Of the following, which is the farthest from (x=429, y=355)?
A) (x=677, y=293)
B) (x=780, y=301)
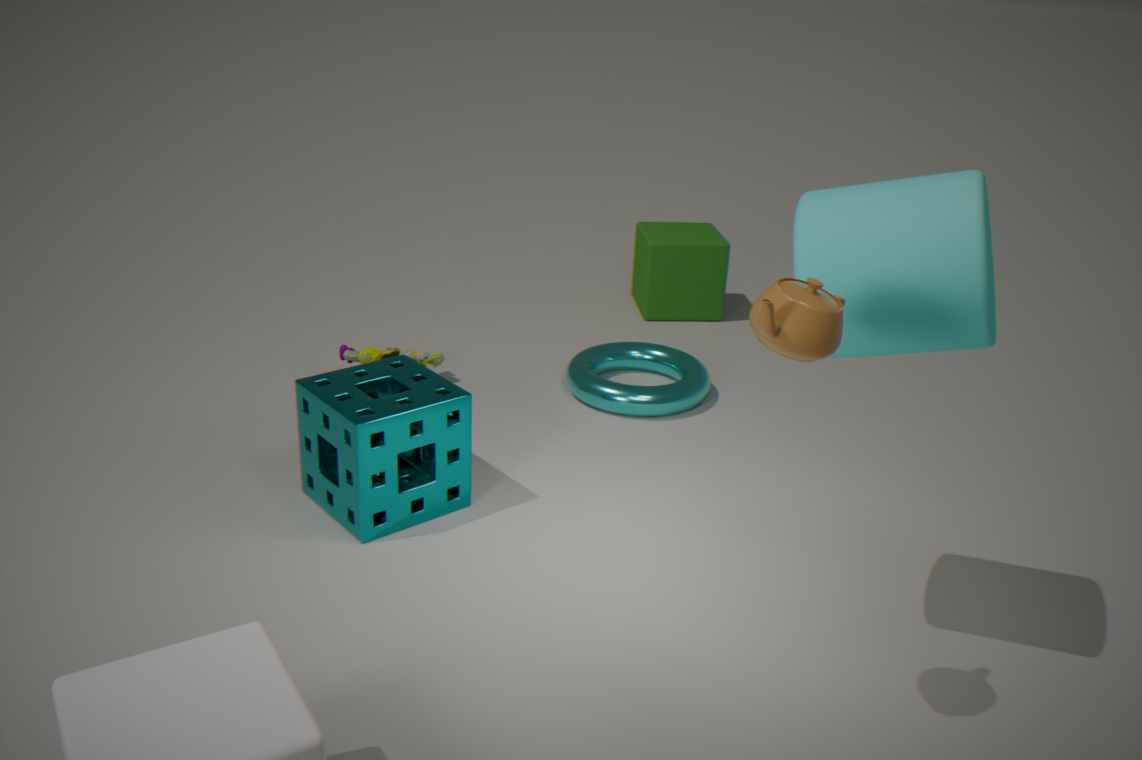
(x=780, y=301)
